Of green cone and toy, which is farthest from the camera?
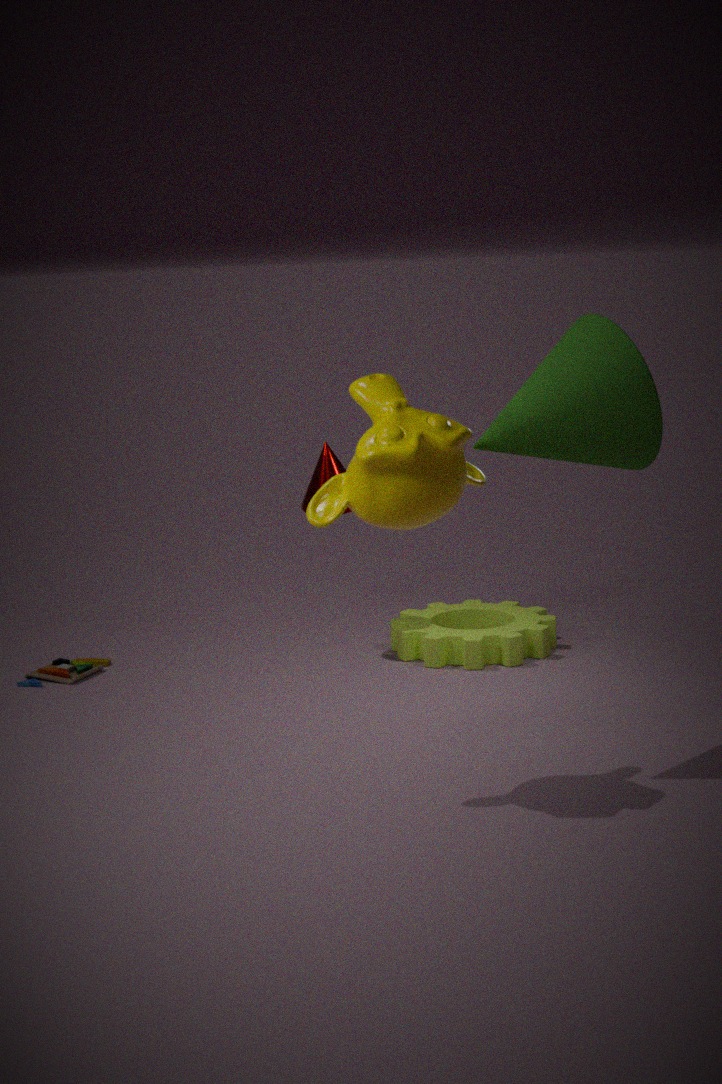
toy
